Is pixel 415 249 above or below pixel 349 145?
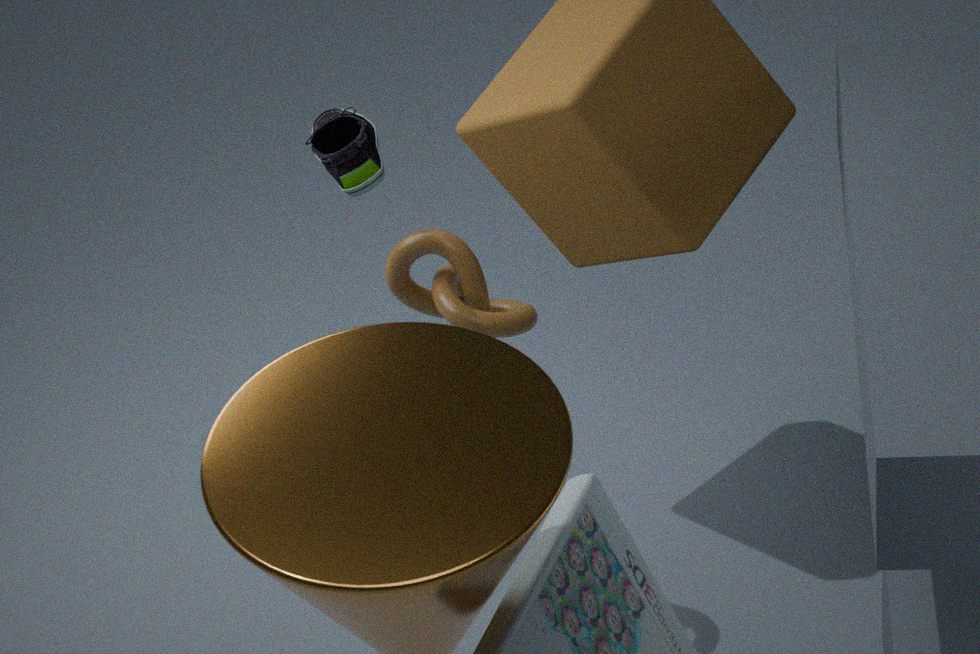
below
